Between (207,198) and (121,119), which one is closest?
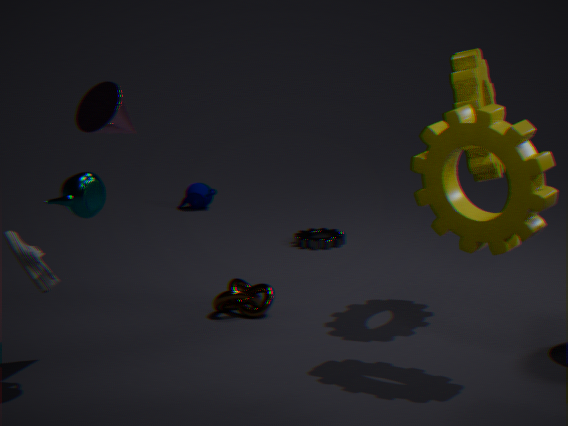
(121,119)
